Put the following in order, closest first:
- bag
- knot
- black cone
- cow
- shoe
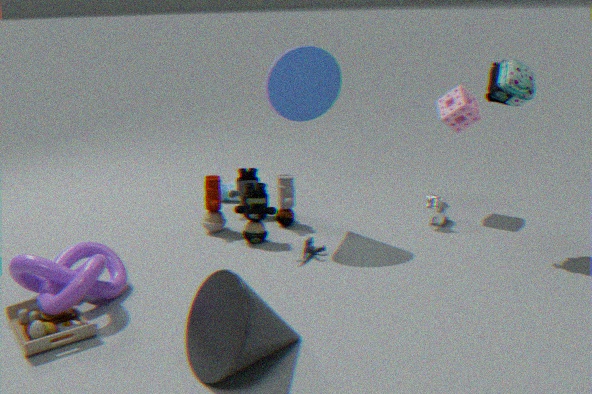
1. black cone
2. knot
3. bag
4. cow
5. shoe
